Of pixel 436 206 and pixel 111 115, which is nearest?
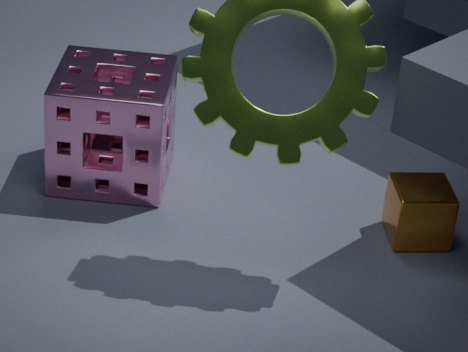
pixel 436 206
